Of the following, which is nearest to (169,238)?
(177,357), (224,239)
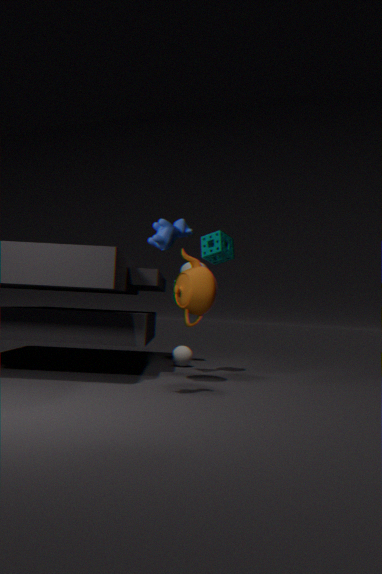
(224,239)
